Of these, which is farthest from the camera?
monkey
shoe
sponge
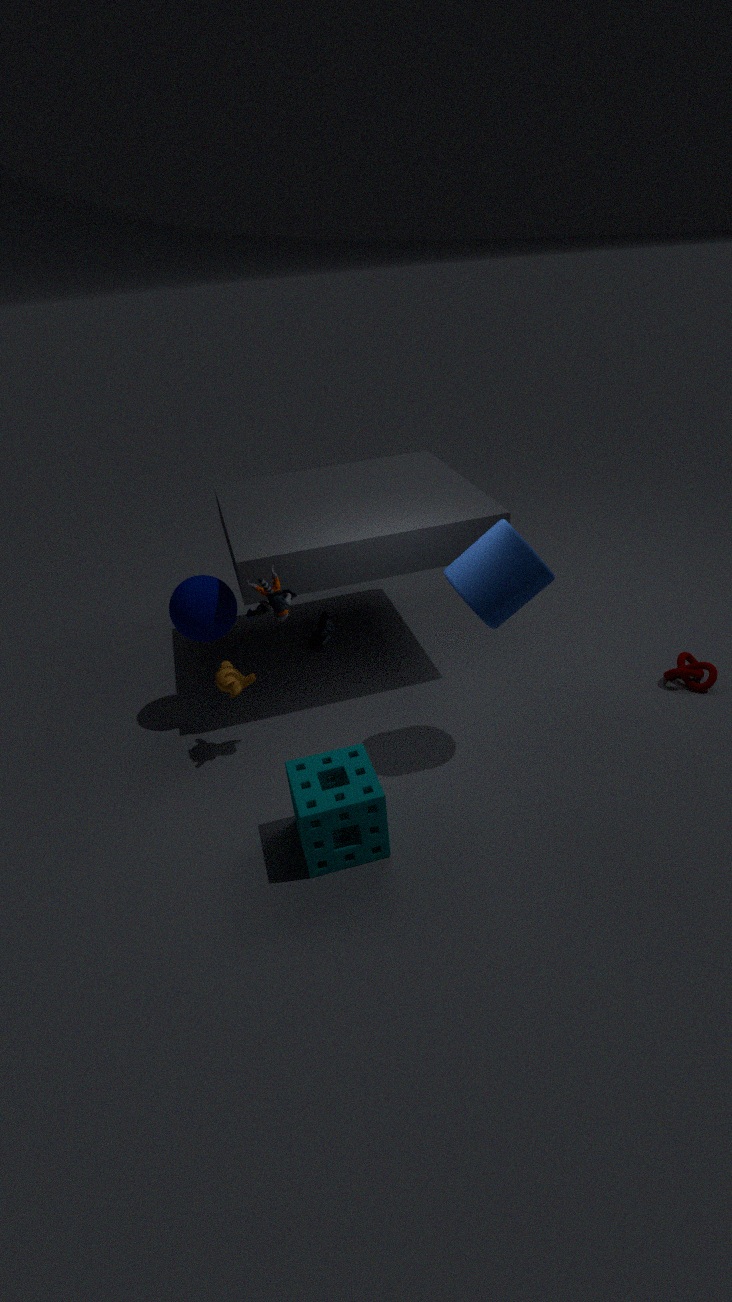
shoe
